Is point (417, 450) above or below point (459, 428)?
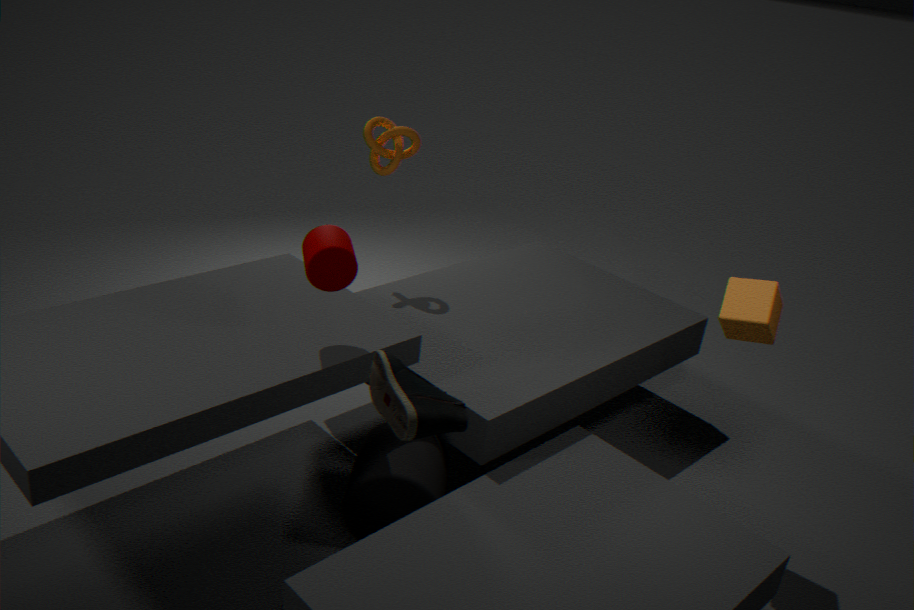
below
